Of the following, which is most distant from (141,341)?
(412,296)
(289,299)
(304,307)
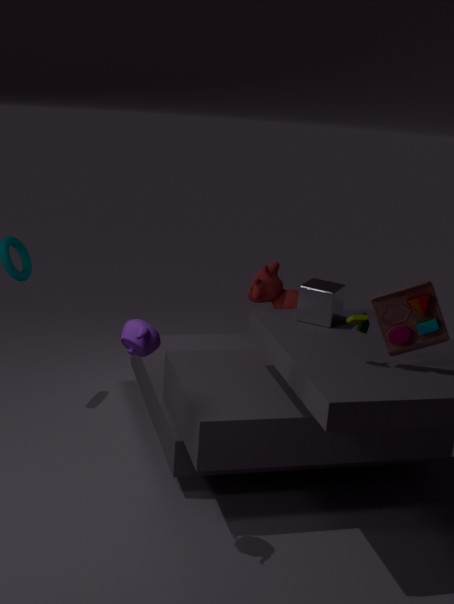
(289,299)
